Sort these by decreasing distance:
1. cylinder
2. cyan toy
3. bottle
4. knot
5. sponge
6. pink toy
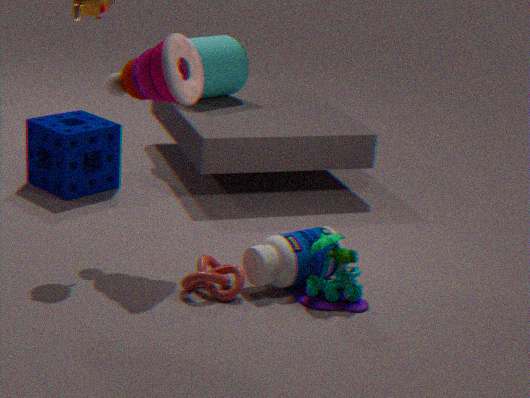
cylinder, sponge, bottle, pink toy, cyan toy, knot
